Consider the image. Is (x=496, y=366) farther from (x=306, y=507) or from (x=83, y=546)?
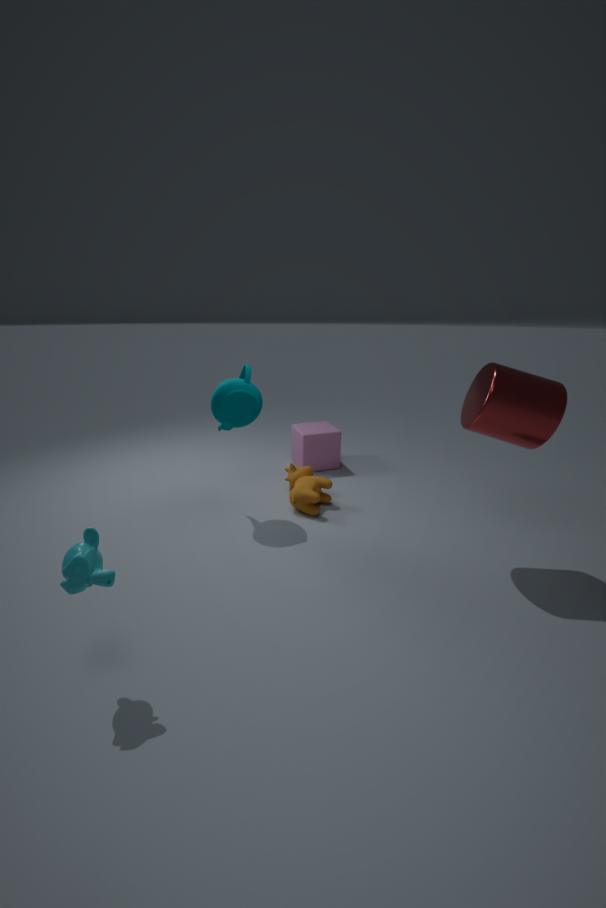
(x=83, y=546)
